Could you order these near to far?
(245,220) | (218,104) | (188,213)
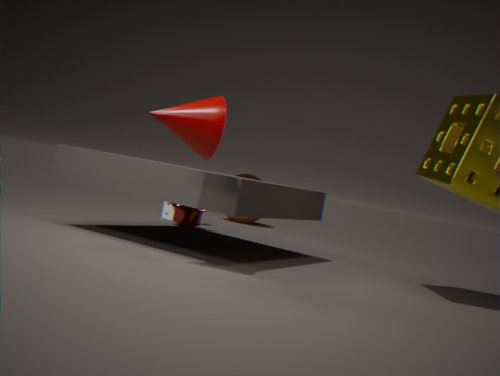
(218,104), (188,213), (245,220)
